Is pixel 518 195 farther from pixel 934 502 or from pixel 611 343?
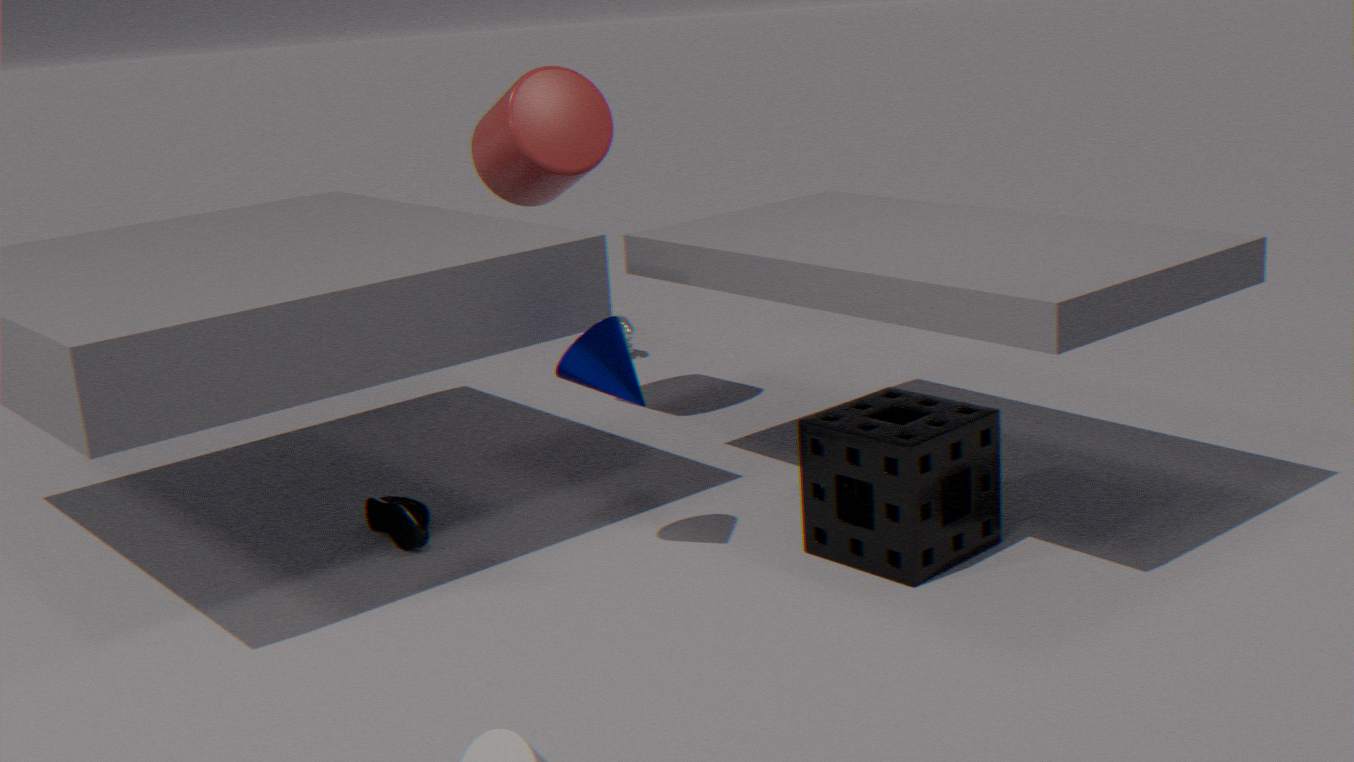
pixel 934 502
